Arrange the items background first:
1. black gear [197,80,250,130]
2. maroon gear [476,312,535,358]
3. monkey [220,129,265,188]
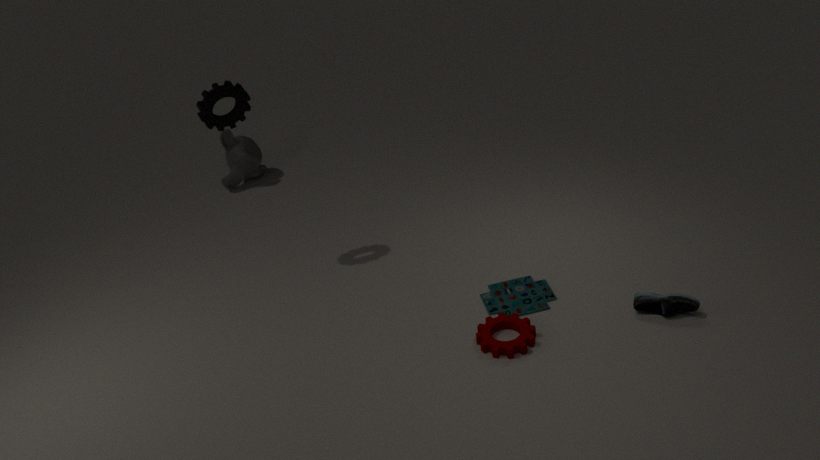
monkey [220,129,265,188] < black gear [197,80,250,130] < maroon gear [476,312,535,358]
